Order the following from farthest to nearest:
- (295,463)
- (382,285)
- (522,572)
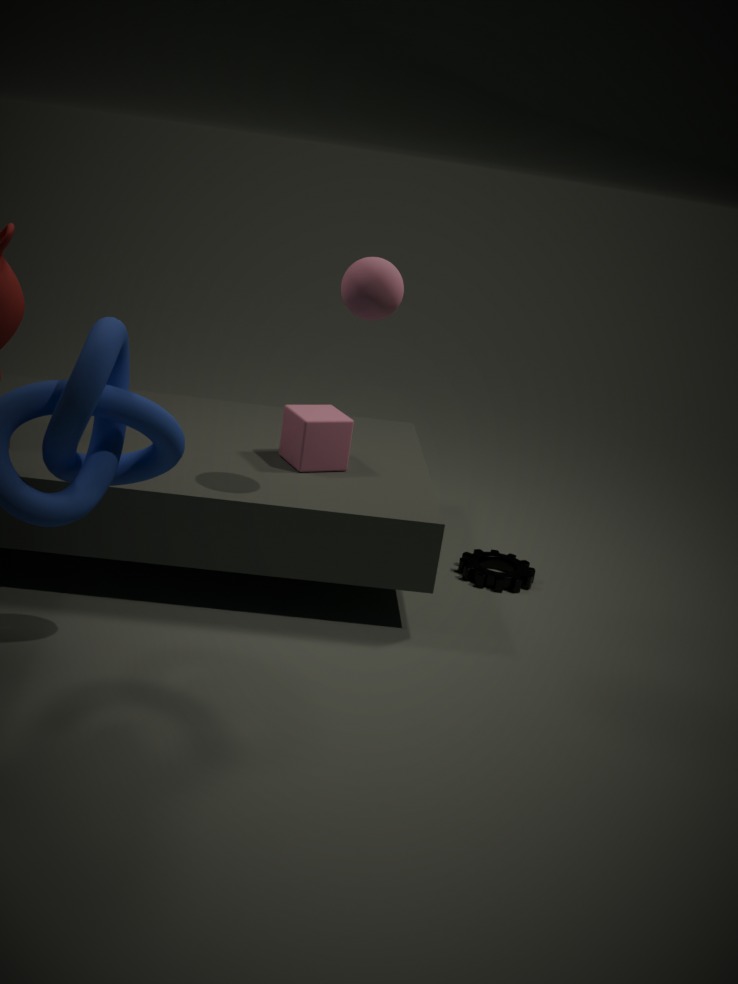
1. (522,572)
2. (295,463)
3. (382,285)
